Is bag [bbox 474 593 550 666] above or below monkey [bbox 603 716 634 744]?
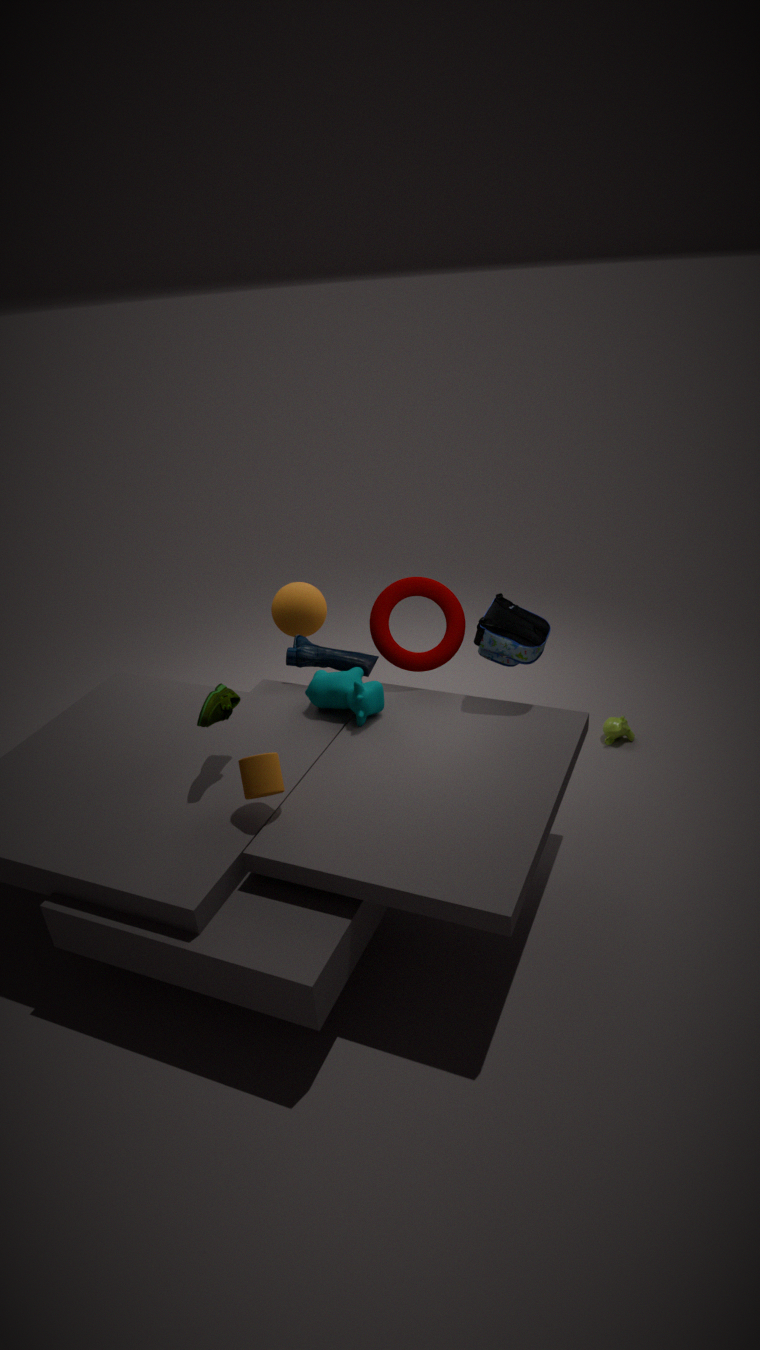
above
